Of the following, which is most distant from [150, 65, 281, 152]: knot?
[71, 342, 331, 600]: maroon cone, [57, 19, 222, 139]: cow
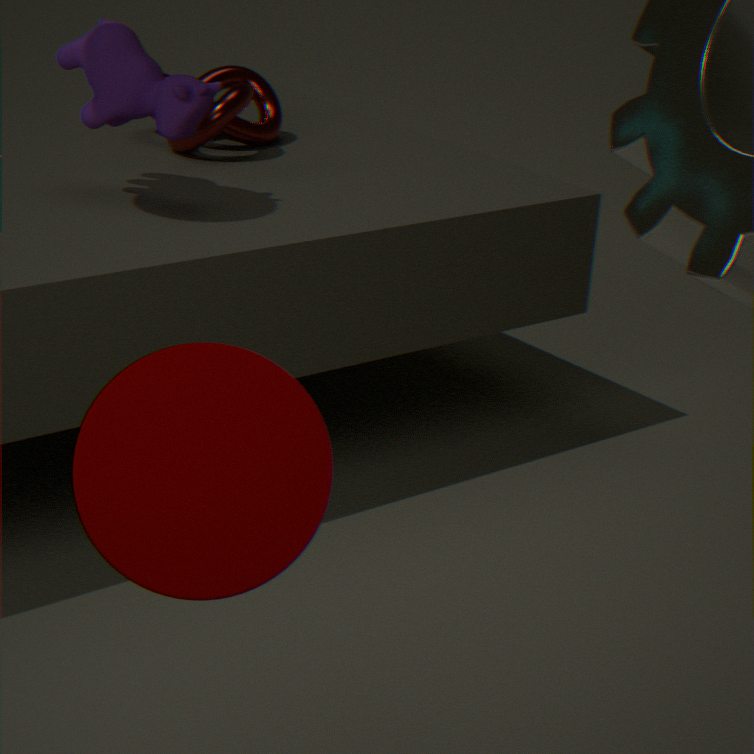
[71, 342, 331, 600]: maroon cone
